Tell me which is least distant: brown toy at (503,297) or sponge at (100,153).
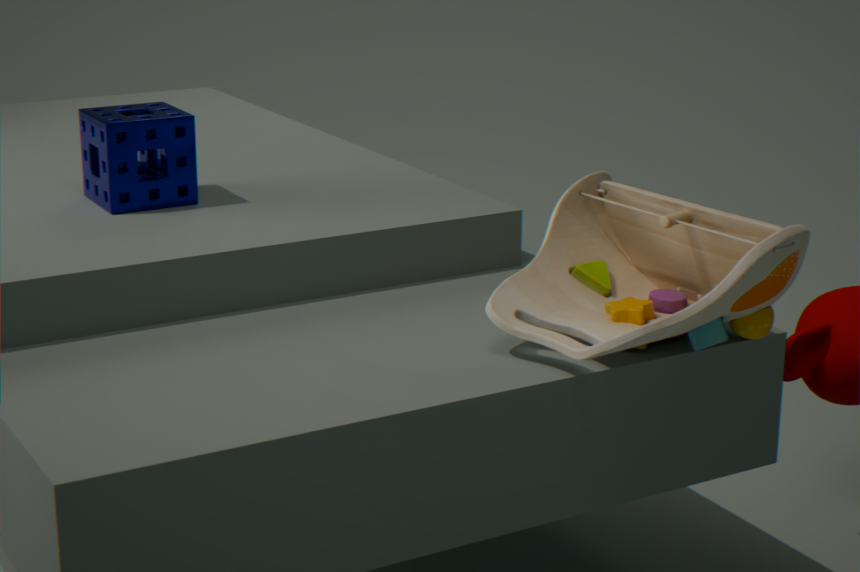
brown toy at (503,297)
